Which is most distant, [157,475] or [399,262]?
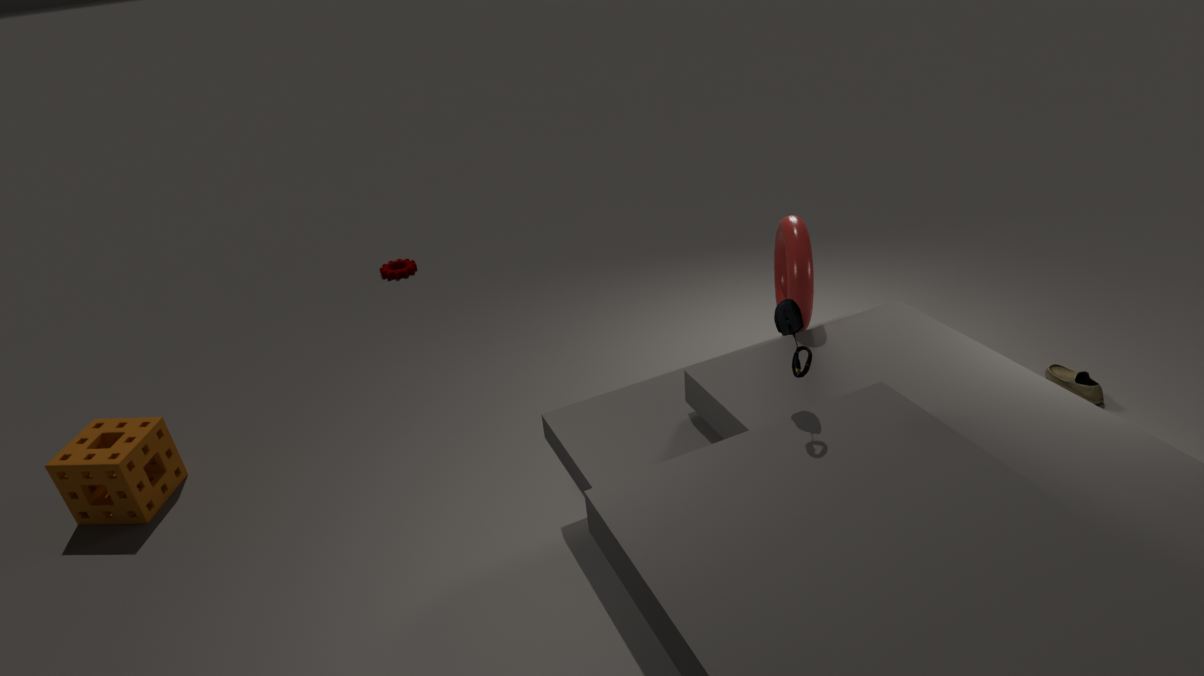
[399,262]
